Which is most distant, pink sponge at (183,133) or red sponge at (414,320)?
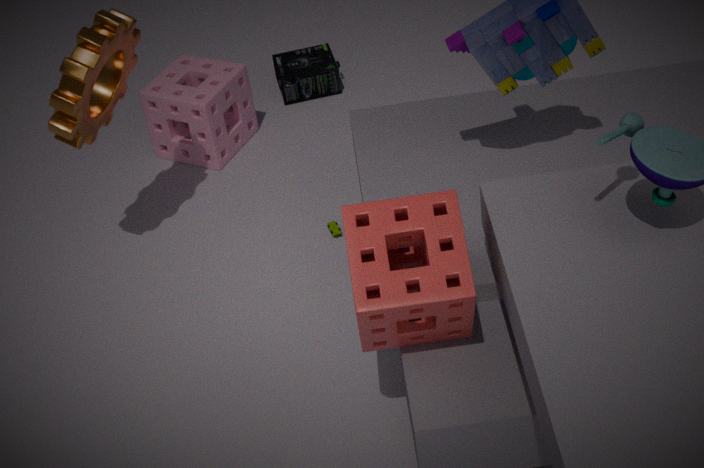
pink sponge at (183,133)
